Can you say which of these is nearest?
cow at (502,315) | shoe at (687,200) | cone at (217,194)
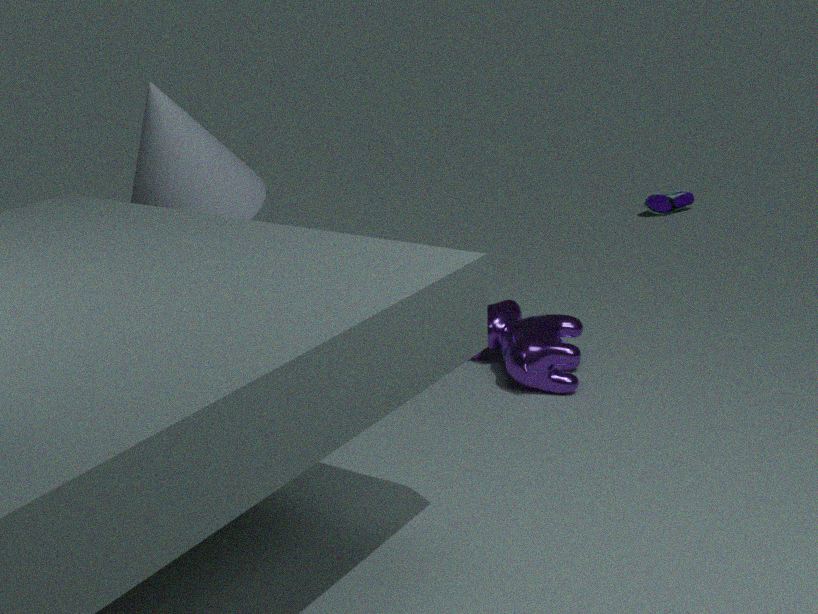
cone at (217,194)
